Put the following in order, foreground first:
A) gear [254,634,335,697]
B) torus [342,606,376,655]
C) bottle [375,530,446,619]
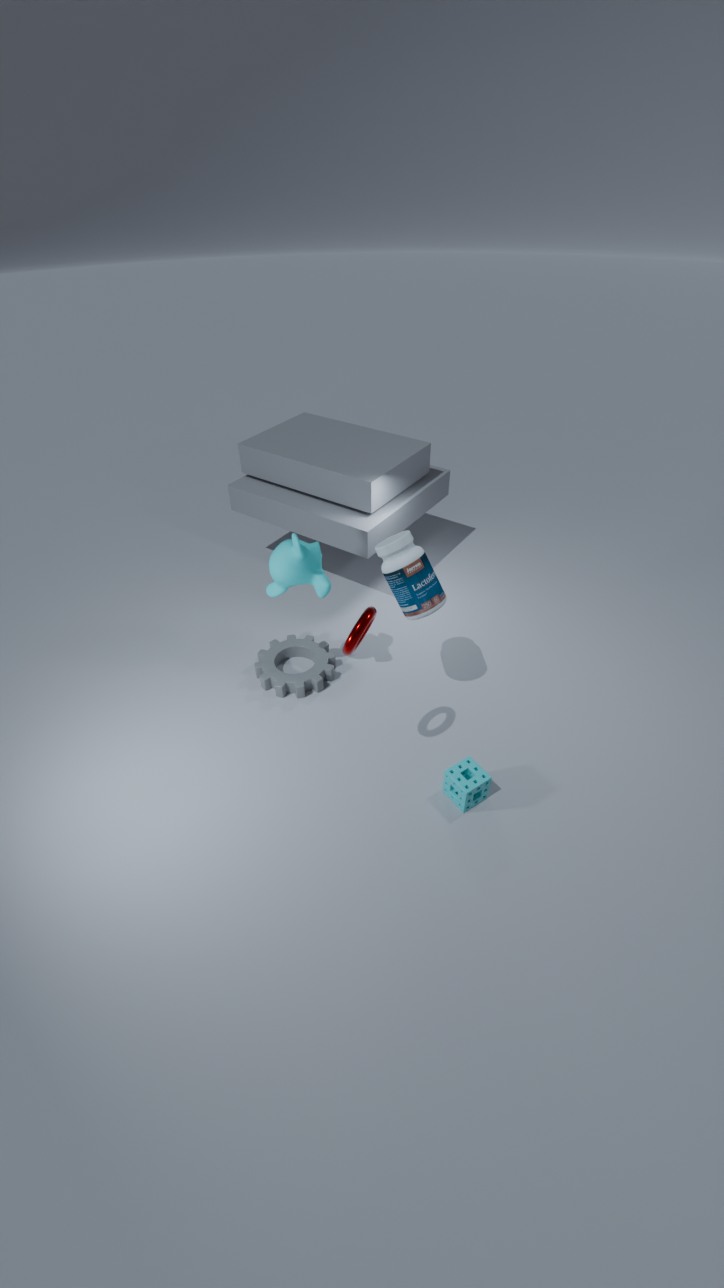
torus [342,606,376,655], bottle [375,530,446,619], gear [254,634,335,697]
